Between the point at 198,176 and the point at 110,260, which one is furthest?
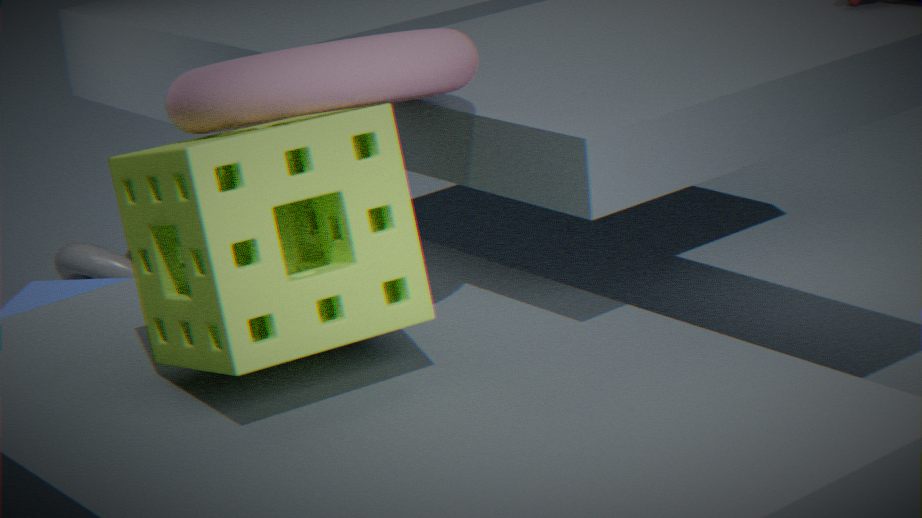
the point at 110,260
